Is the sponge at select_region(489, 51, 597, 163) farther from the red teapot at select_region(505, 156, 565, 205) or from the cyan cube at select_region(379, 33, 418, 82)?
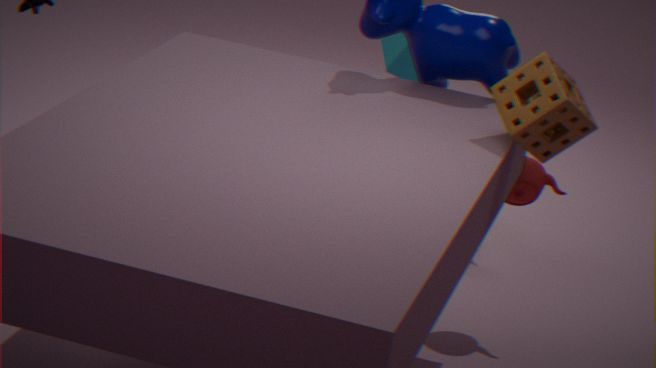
the cyan cube at select_region(379, 33, 418, 82)
